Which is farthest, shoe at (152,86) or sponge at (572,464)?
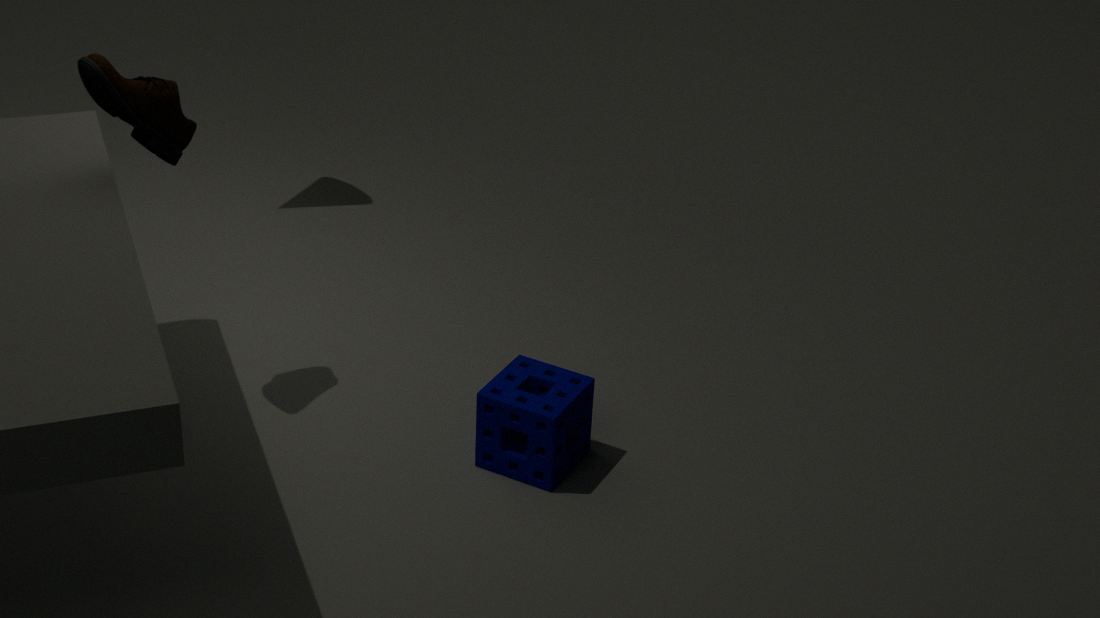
sponge at (572,464)
